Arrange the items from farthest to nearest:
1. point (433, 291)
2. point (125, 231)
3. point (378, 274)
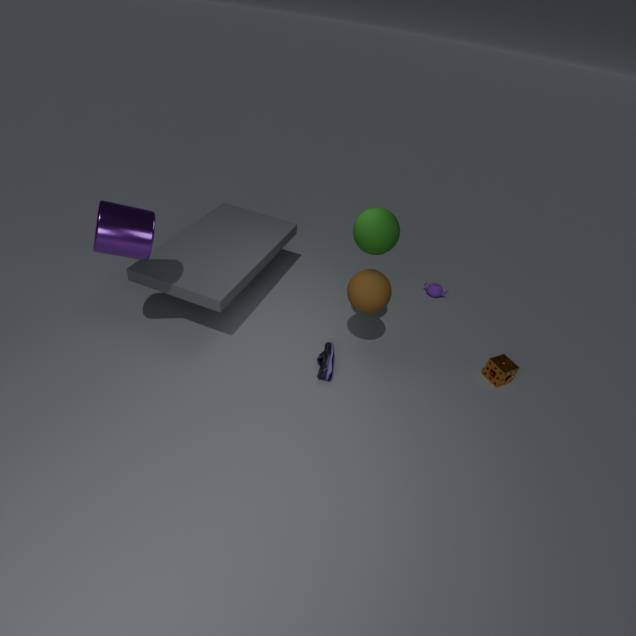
point (433, 291) < point (378, 274) < point (125, 231)
